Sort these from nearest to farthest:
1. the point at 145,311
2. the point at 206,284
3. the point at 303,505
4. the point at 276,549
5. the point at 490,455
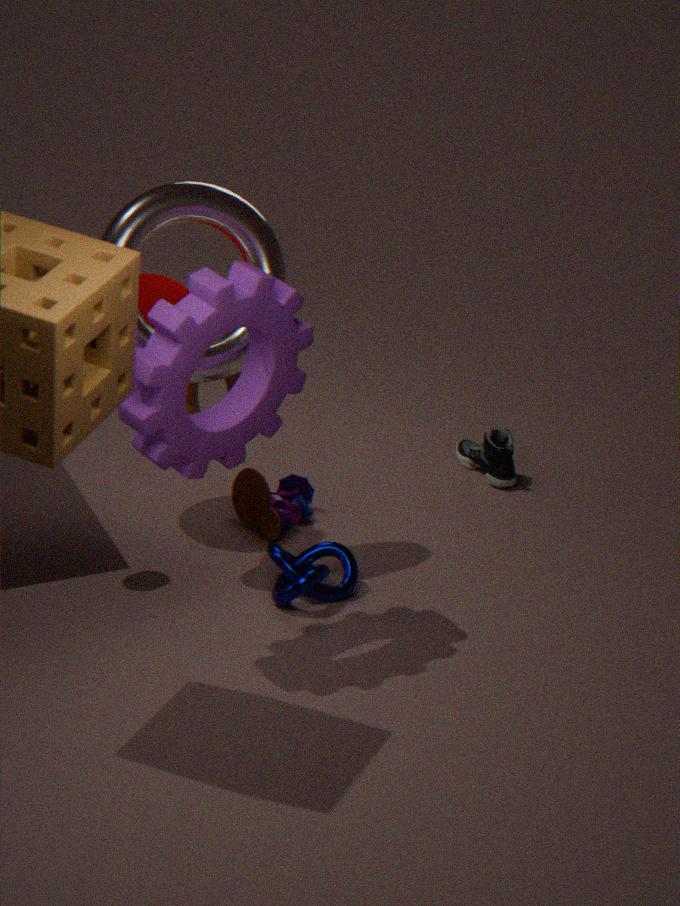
1. the point at 206,284
2. the point at 145,311
3. the point at 276,549
4. the point at 303,505
5. the point at 490,455
